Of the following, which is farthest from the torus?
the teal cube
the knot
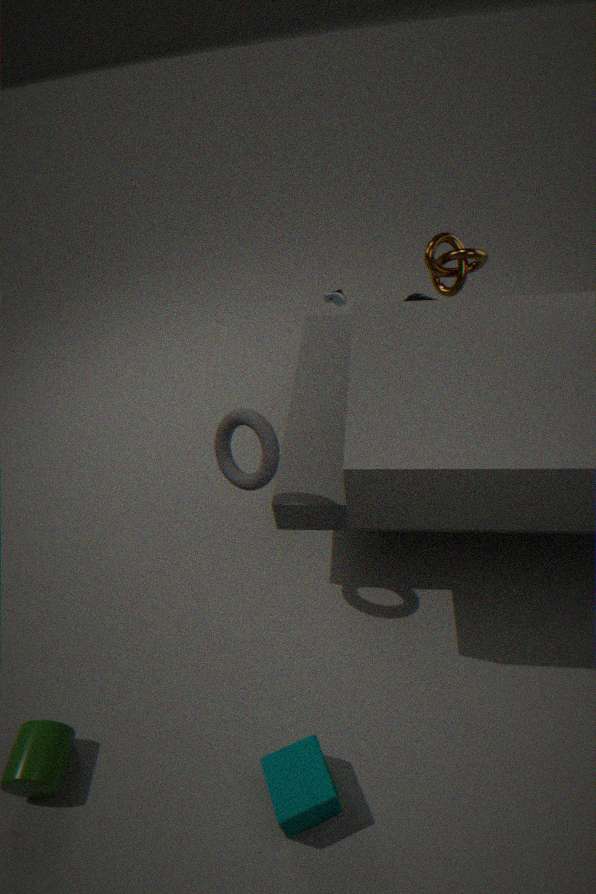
the knot
